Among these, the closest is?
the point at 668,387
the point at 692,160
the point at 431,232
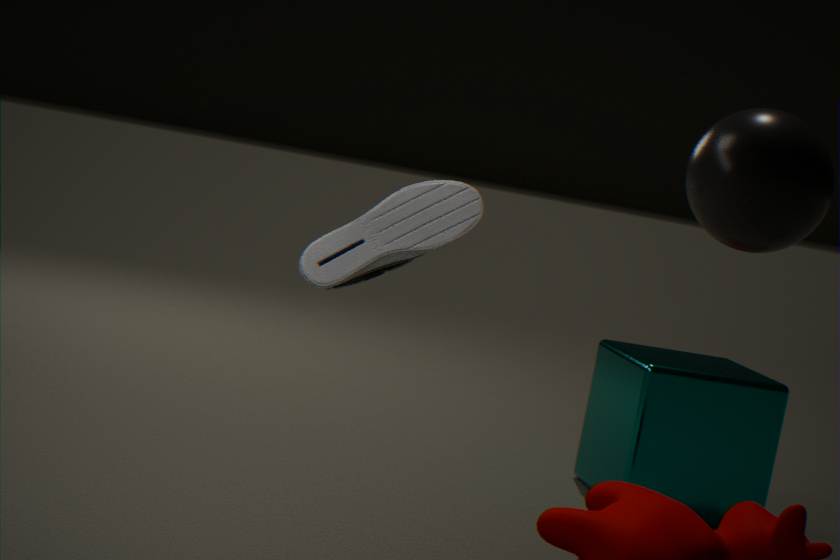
the point at 692,160
